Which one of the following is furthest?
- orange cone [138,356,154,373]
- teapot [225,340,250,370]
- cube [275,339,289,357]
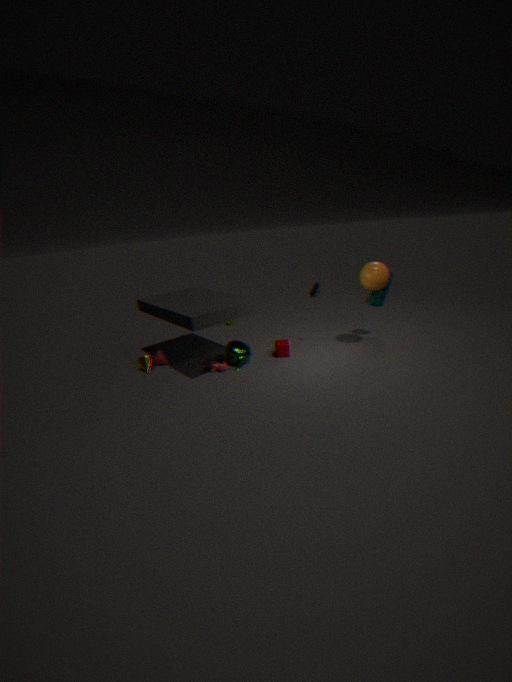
cube [275,339,289,357]
